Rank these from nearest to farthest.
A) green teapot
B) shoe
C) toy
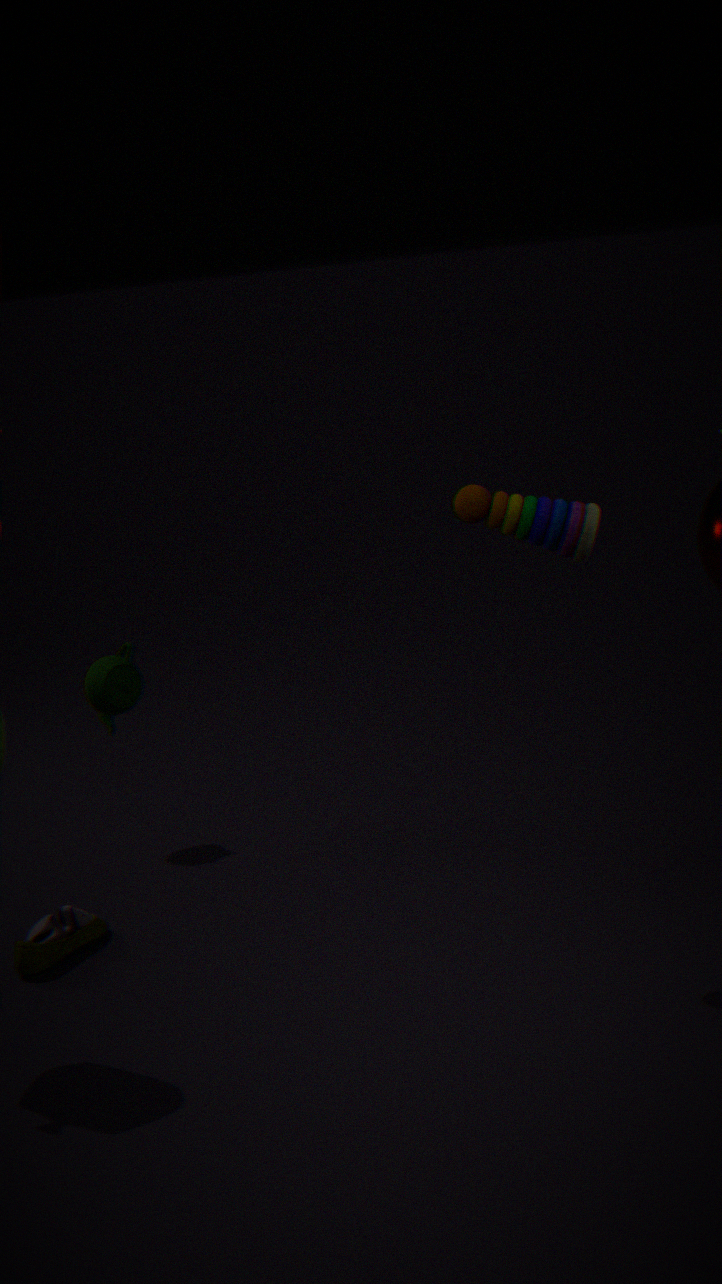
toy, shoe, green teapot
